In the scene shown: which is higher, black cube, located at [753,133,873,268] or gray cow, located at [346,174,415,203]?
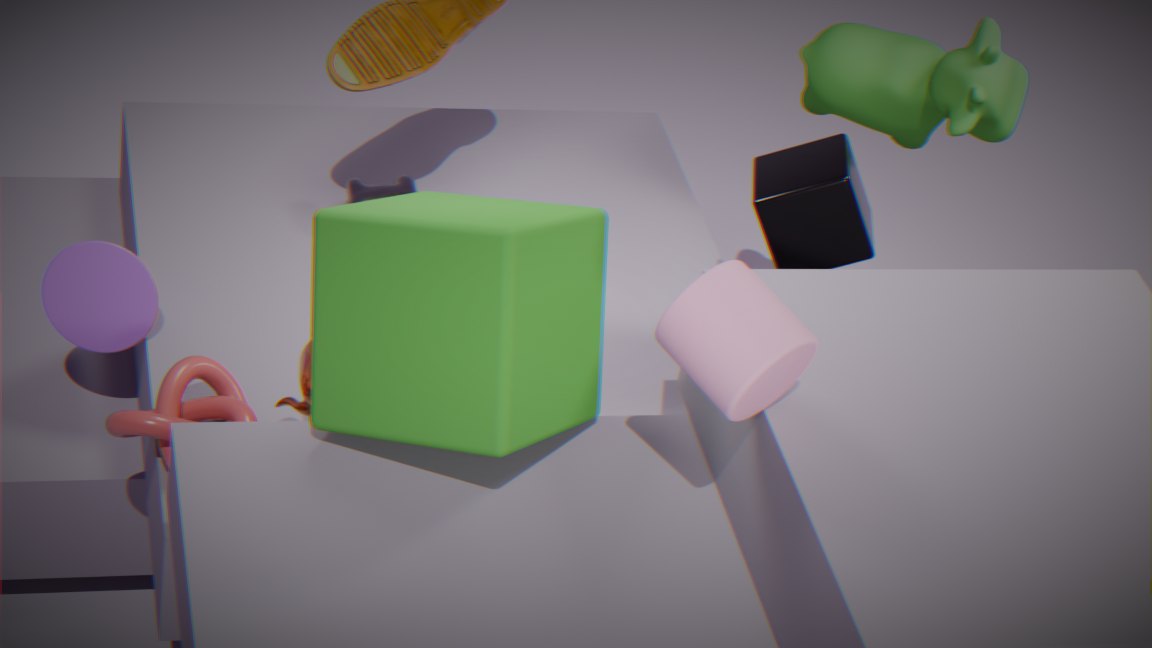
black cube, located at [753,133,873,268]
